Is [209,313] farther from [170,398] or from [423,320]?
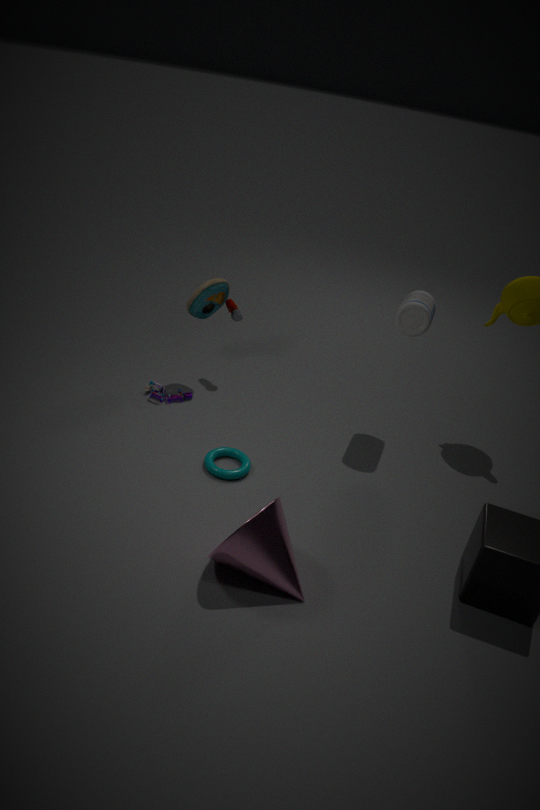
[423,320]
